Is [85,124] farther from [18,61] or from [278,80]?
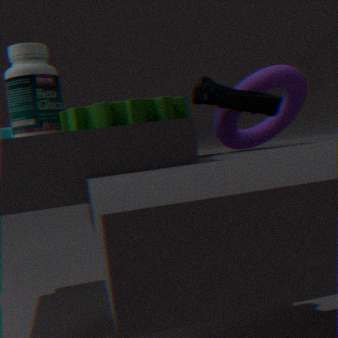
[278,80]
